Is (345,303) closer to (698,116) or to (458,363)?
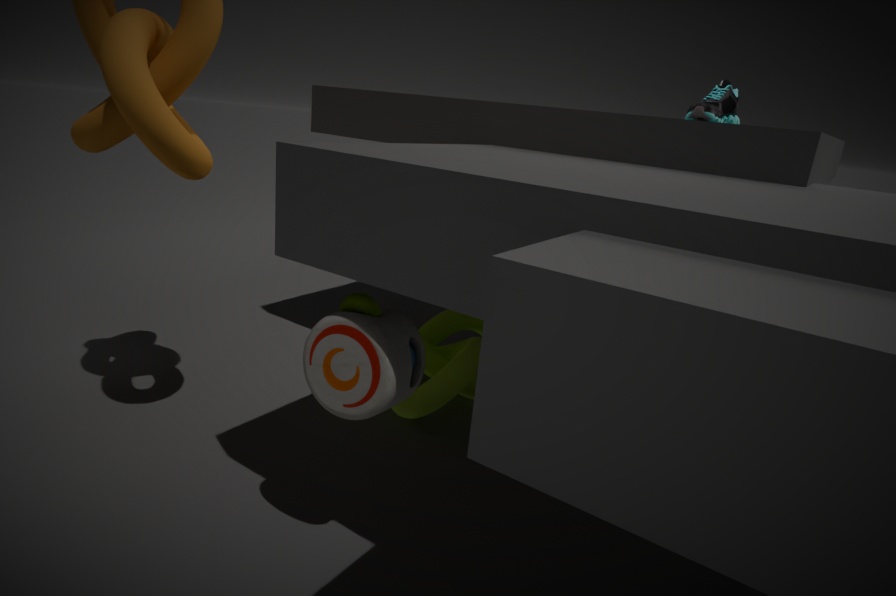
(458,363)
